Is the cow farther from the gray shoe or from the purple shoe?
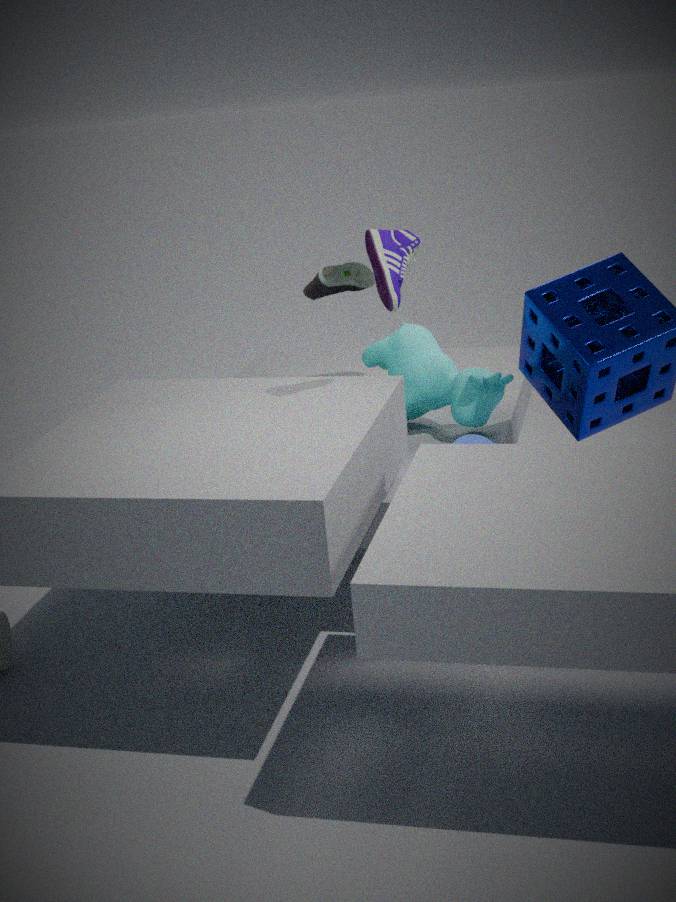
the gray shoe
